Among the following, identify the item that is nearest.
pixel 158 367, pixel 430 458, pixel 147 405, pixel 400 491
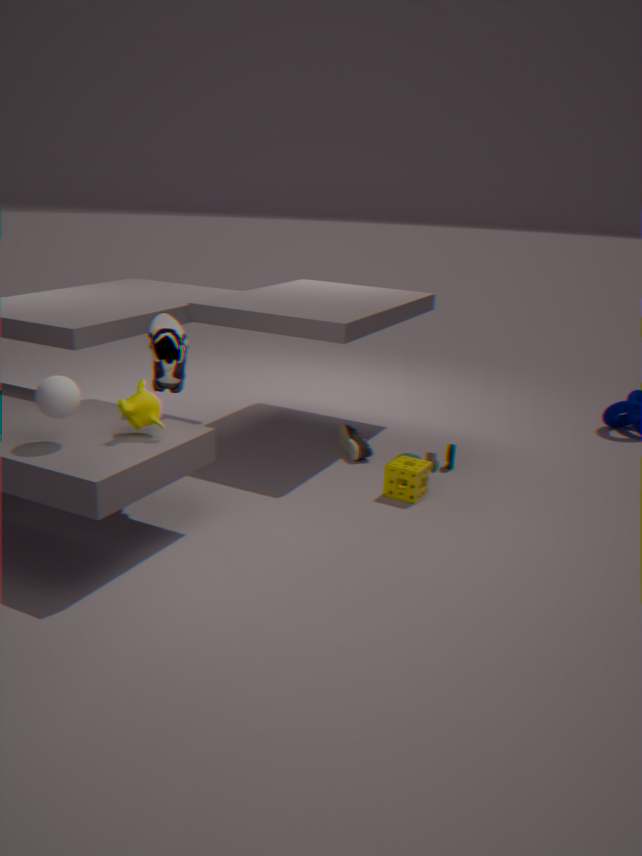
pixel 147 405
